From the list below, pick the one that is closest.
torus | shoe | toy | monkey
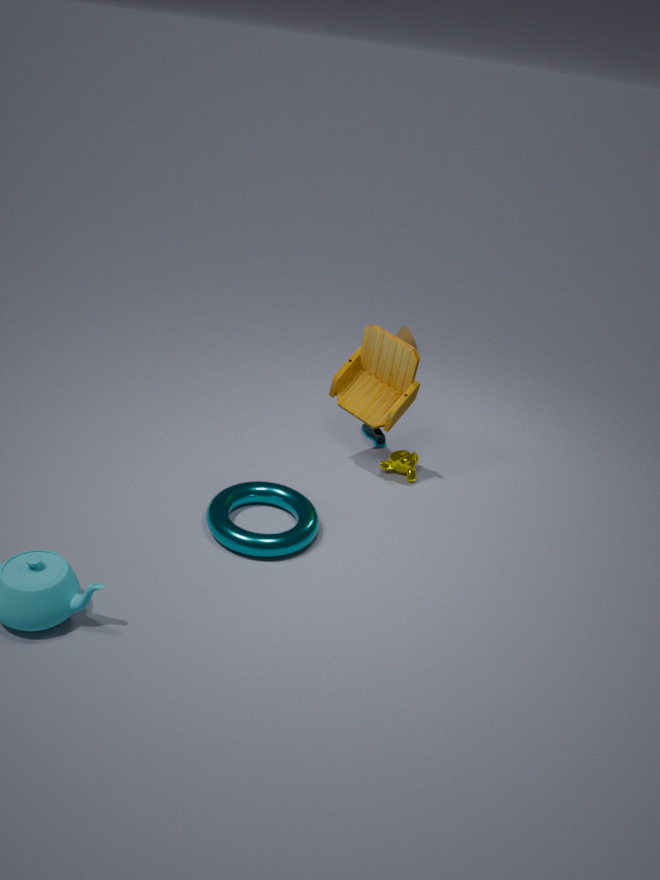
torus
